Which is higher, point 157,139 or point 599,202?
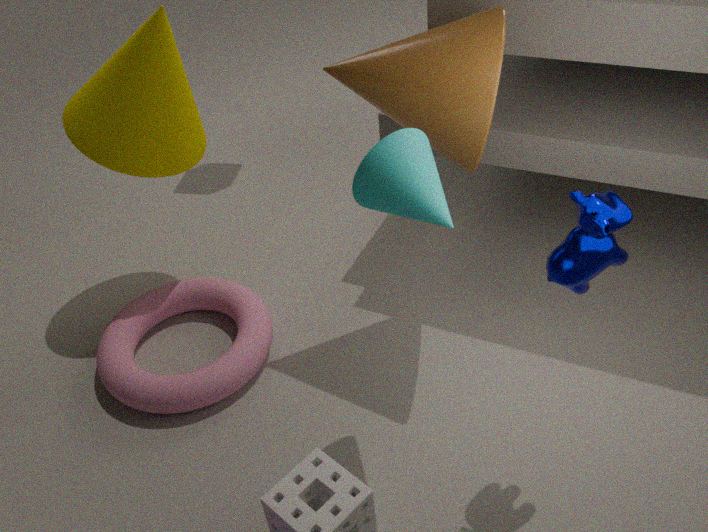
point 157,139
